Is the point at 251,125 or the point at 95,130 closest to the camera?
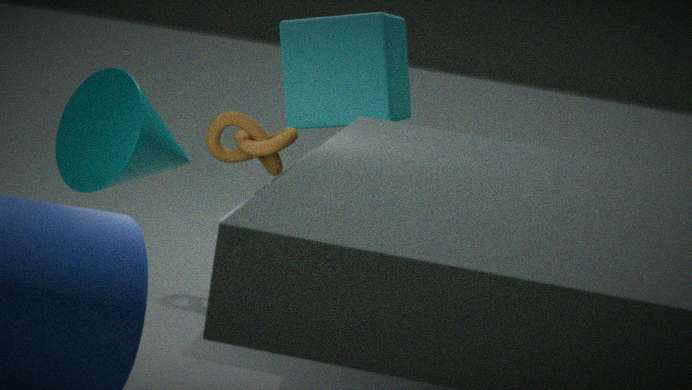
the point at 251,125
